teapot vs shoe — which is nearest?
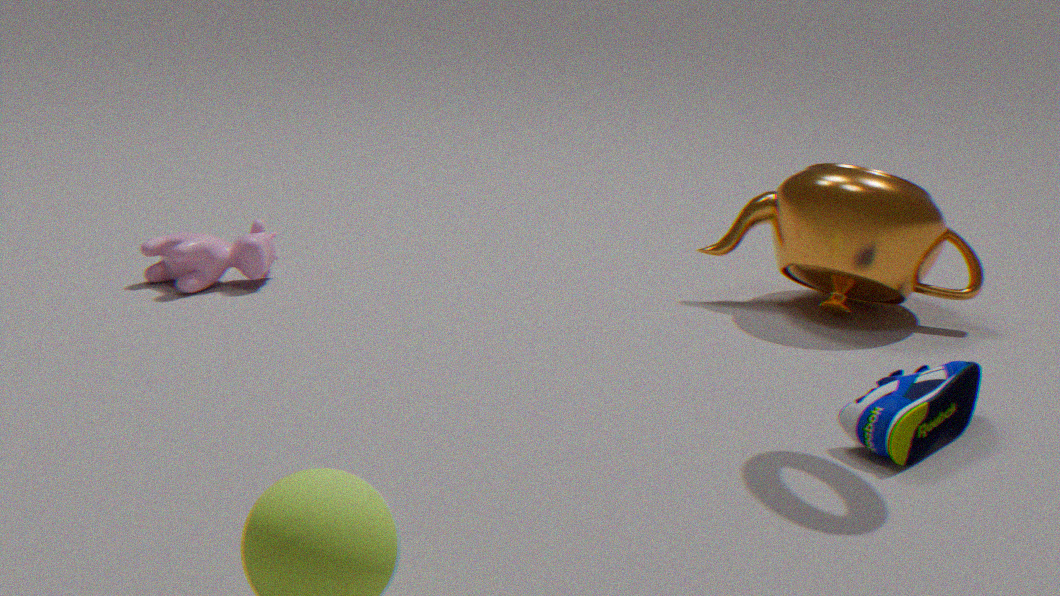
shoe
